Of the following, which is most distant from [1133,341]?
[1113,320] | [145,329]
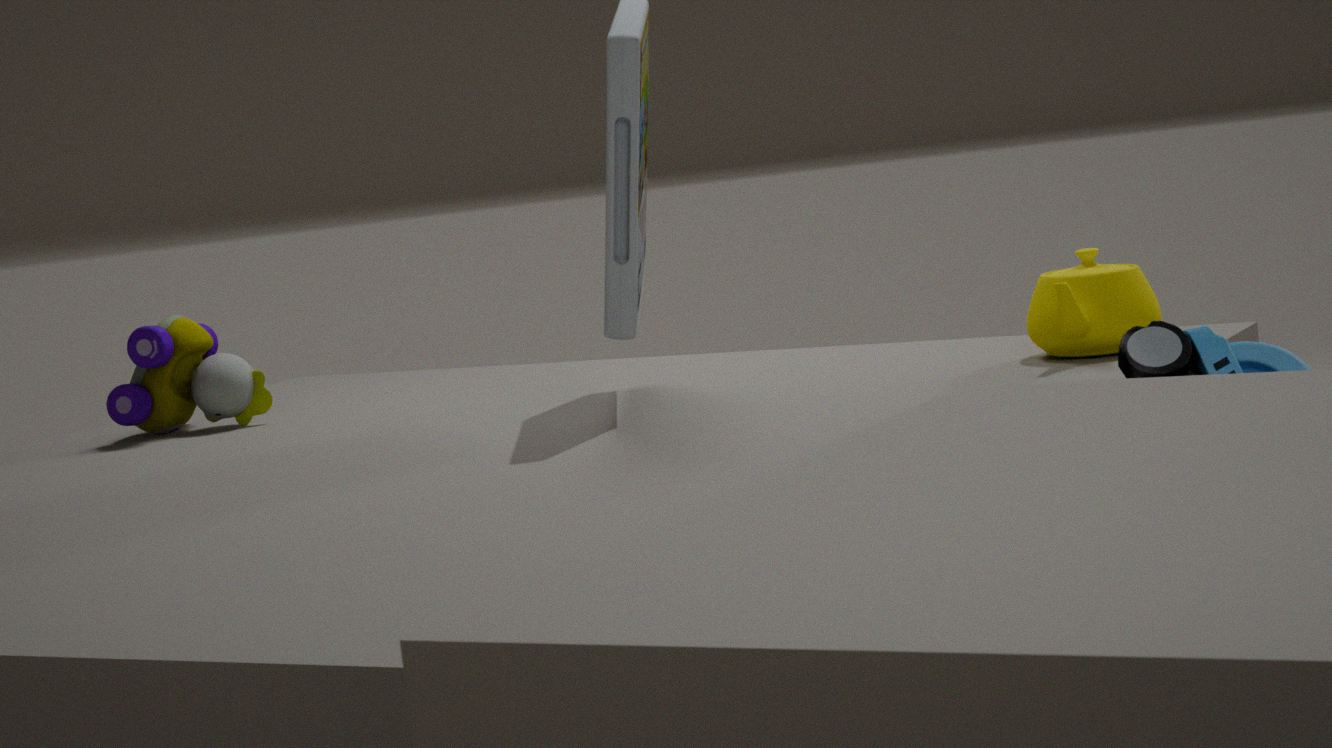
[145,329]
